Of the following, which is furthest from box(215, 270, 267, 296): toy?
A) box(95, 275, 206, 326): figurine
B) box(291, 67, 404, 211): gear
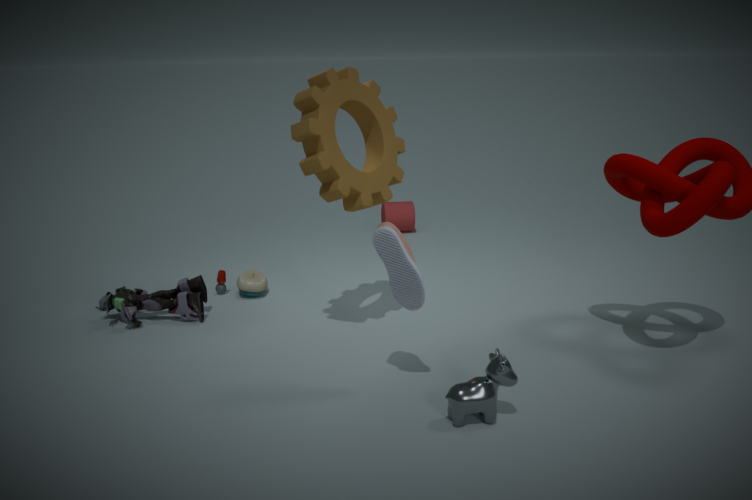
box(291, 67, 404, 211): gear
